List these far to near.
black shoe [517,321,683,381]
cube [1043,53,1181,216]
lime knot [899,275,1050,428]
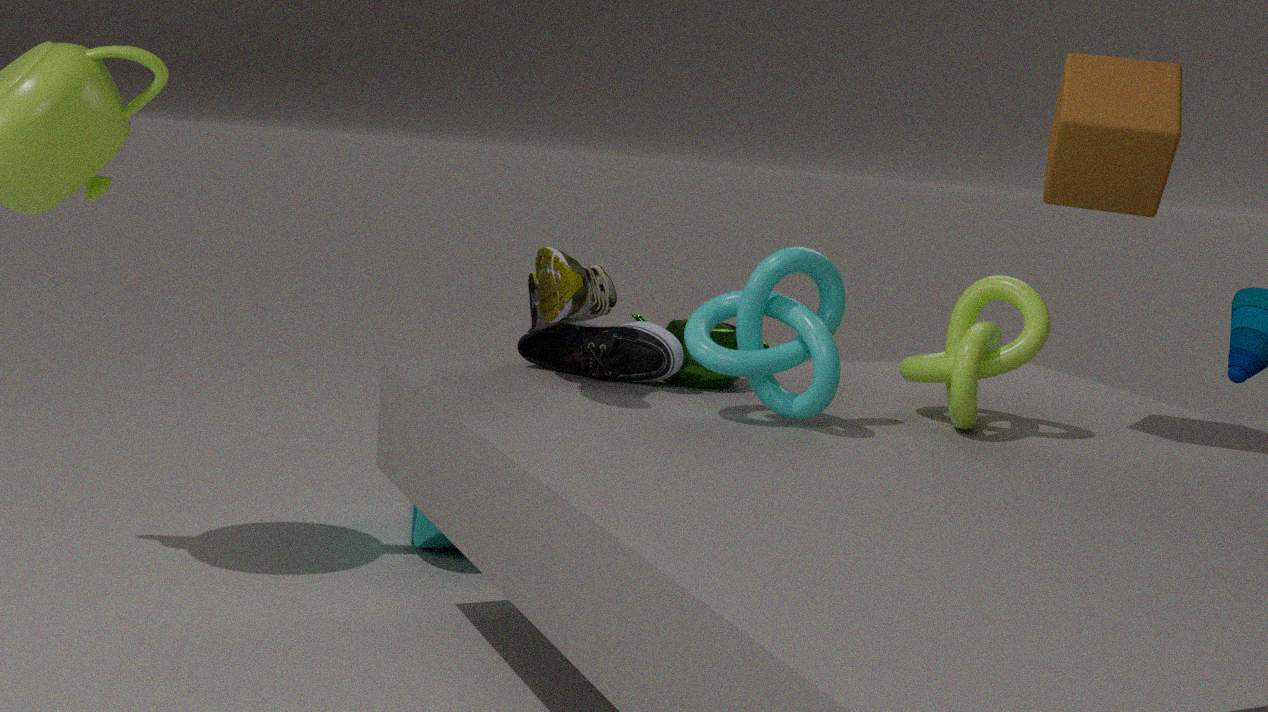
black shoe [517,321,683,381], lime knot [899,275,1050,428], cube [1043,53,1181,216]
